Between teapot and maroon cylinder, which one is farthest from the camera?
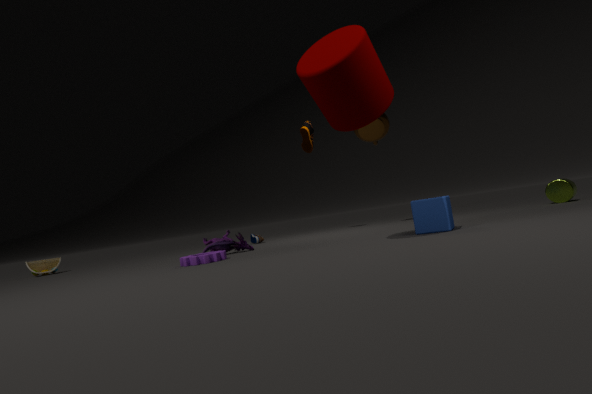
teapot
